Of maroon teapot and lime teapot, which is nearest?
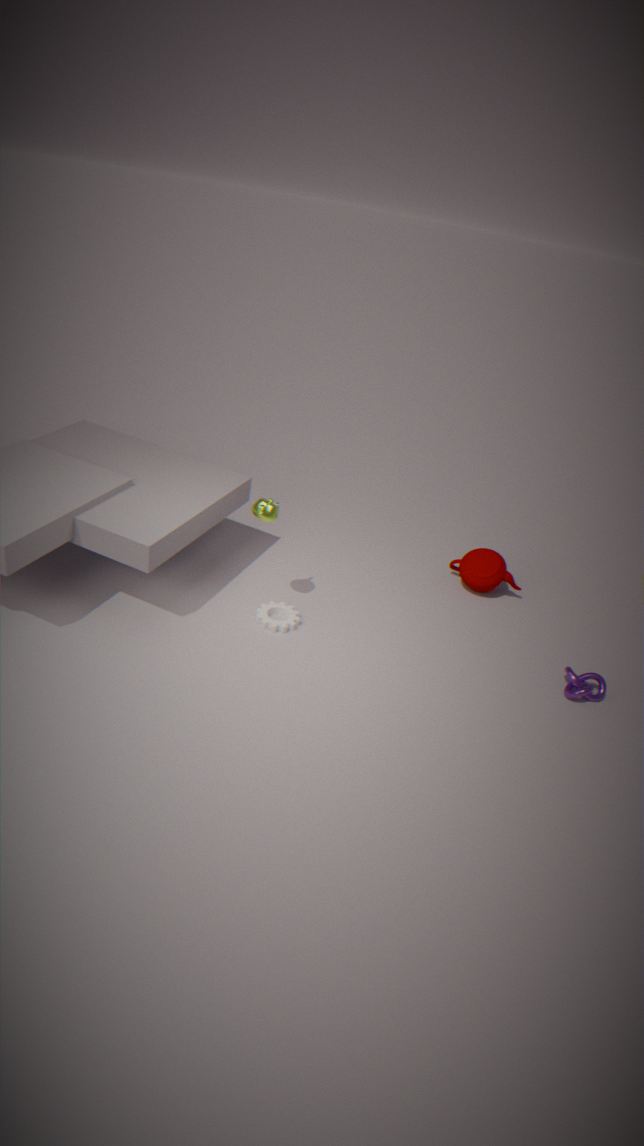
lime teapot
